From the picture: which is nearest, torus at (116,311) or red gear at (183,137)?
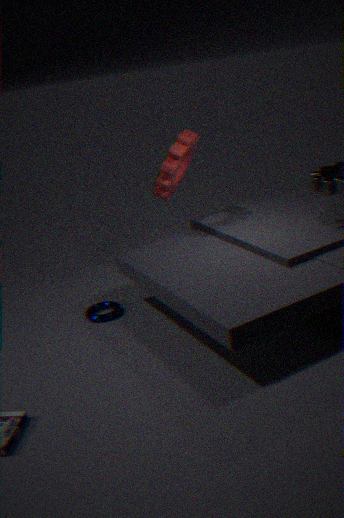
red gear at (183,137)
